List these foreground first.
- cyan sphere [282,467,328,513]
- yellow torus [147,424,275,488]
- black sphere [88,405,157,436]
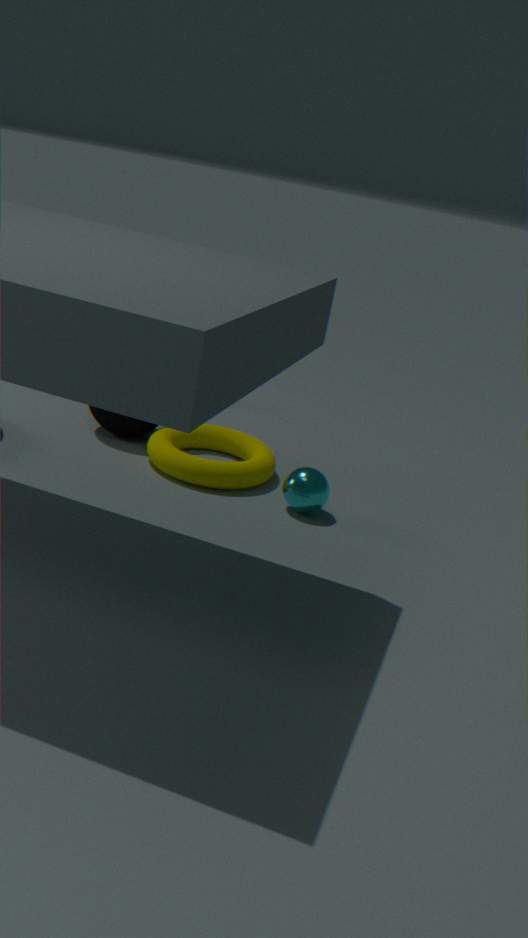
cyan sphere [282,467,328,513] < yellow torus [147,424,275,488] < black sphere [88,405,157,436]
